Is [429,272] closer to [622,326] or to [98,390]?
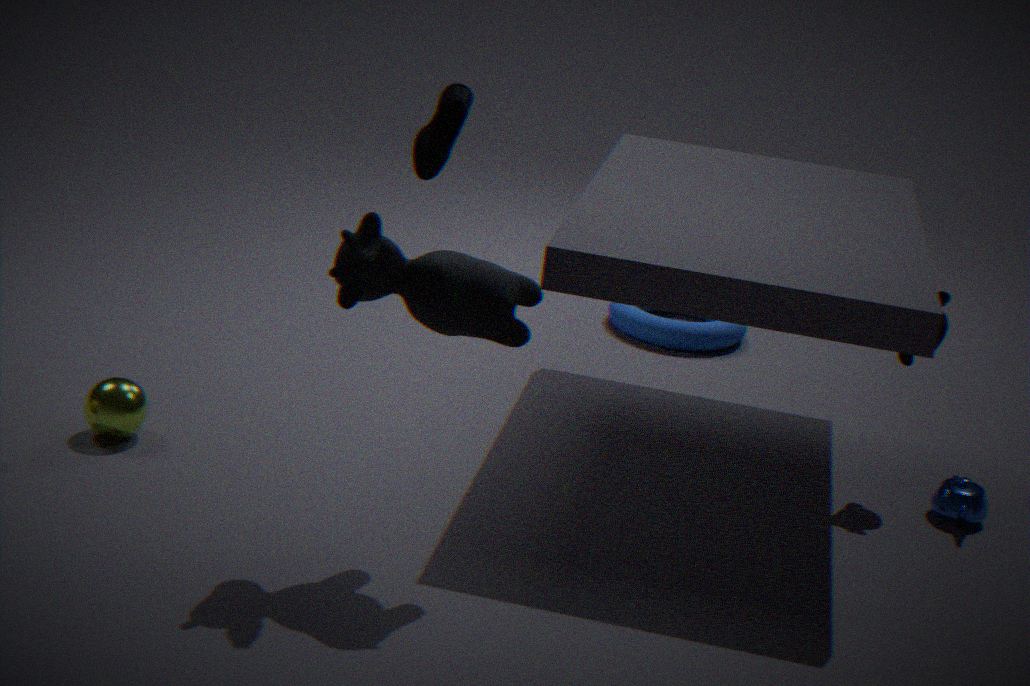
[98,390]
